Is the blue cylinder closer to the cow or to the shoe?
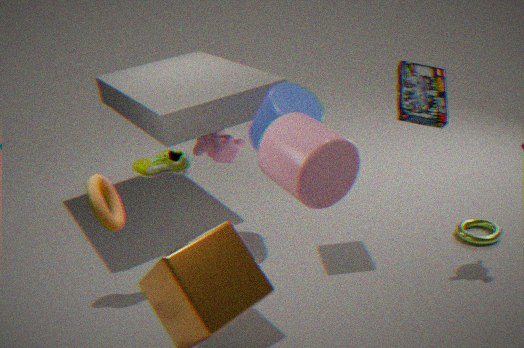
the cow
